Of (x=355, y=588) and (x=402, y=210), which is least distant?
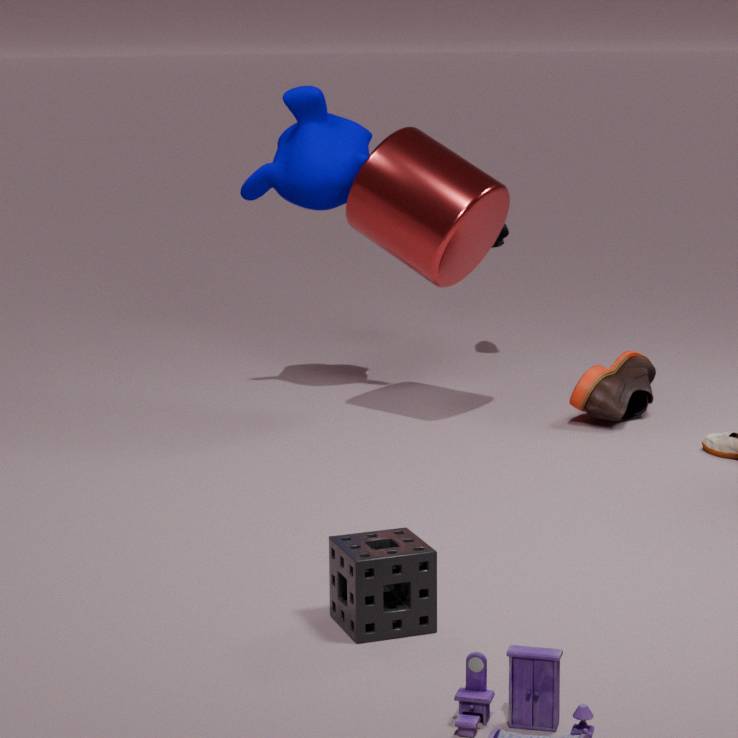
(x=355, y=588)
